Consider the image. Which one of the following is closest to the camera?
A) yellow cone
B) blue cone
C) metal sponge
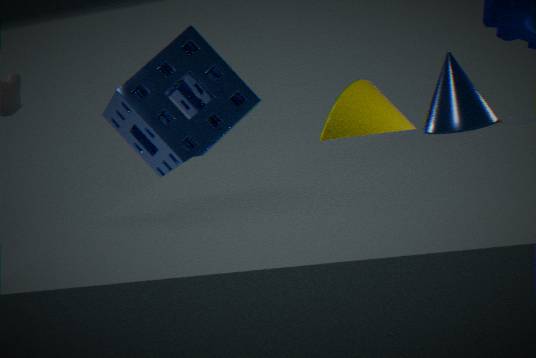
blue cone
